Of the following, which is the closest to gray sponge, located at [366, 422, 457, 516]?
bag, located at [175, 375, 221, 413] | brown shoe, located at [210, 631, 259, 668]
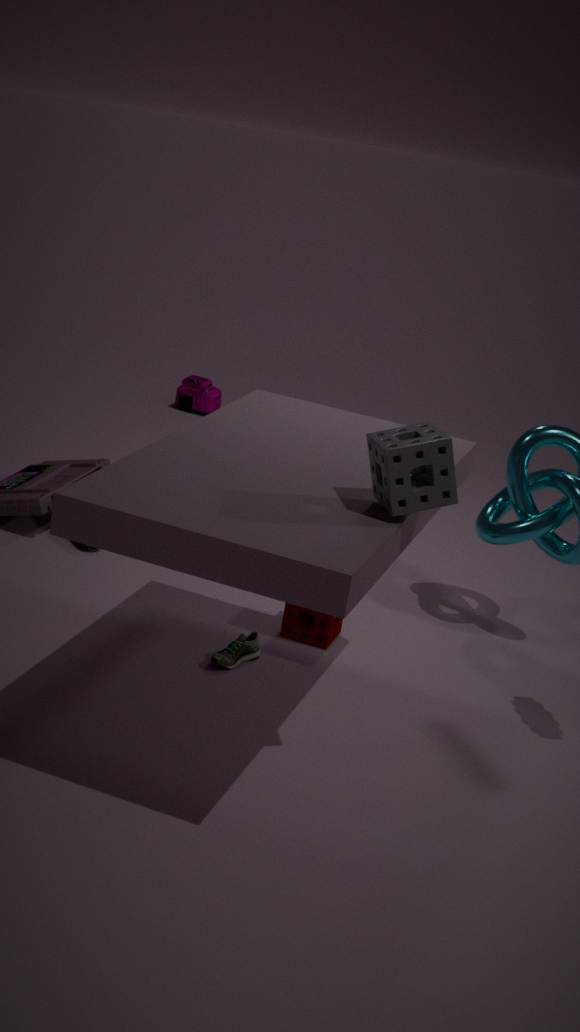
brown shoe, located at [210, 631, 259, 668]
